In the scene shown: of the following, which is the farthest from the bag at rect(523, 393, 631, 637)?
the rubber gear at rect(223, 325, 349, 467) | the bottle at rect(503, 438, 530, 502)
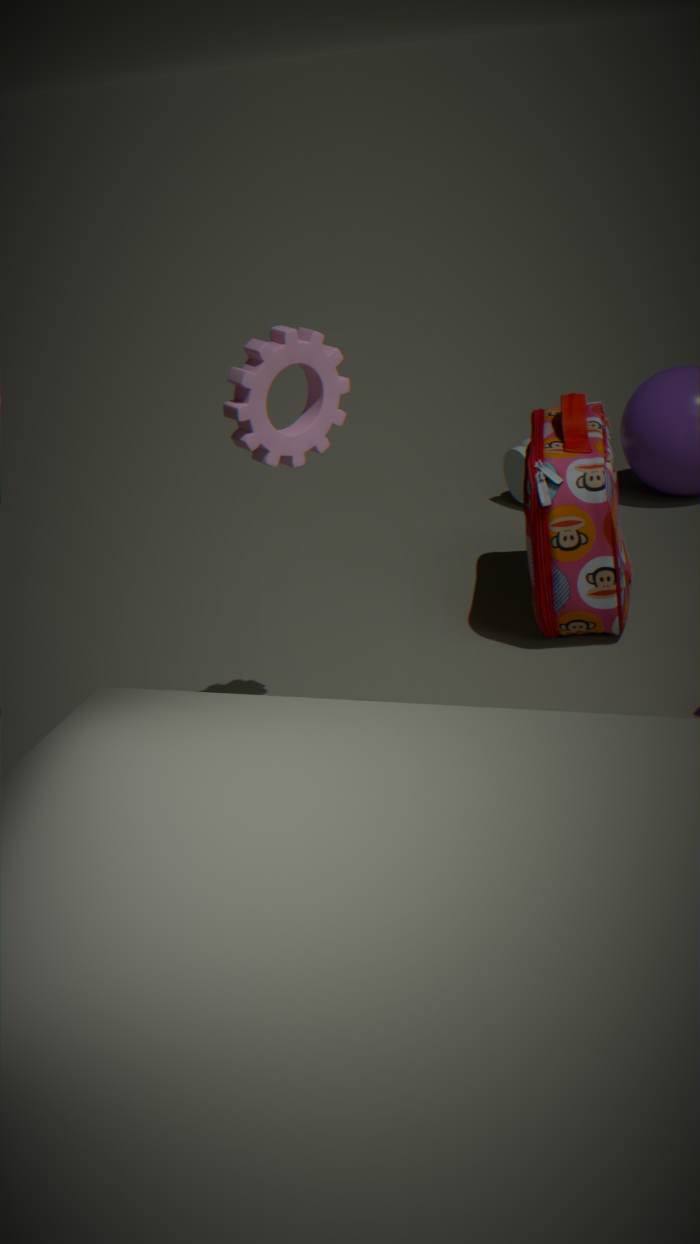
the rubber gear at rect(223, 325, 349, 467)
